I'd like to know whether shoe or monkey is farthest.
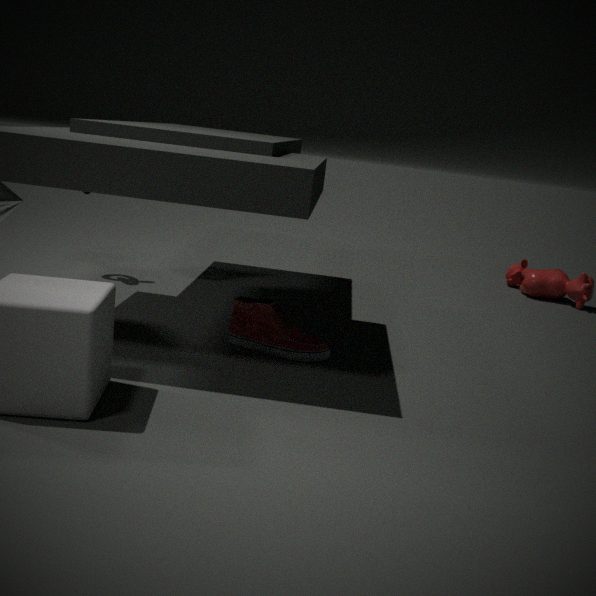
monkey
